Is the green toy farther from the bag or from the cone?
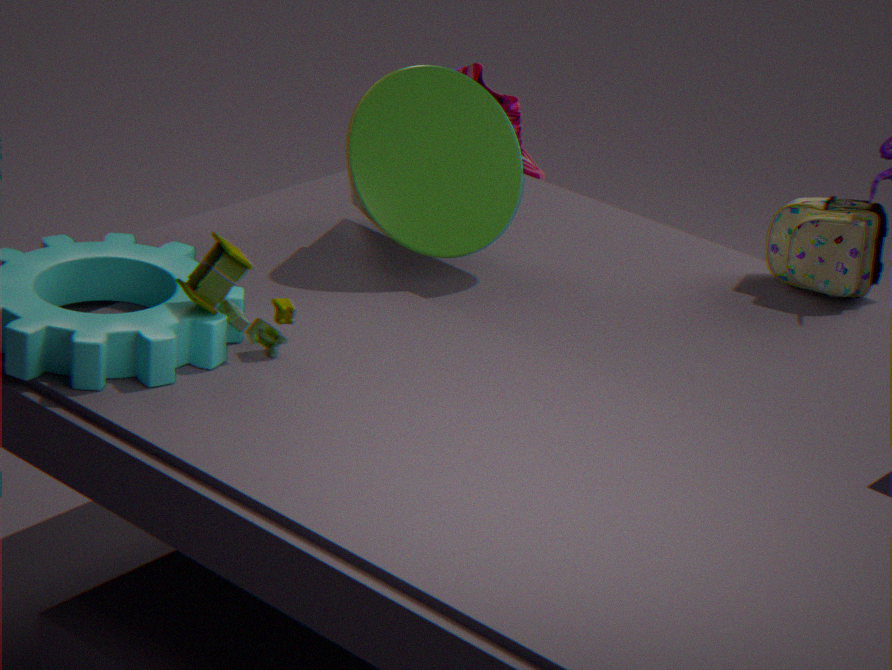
the bag
